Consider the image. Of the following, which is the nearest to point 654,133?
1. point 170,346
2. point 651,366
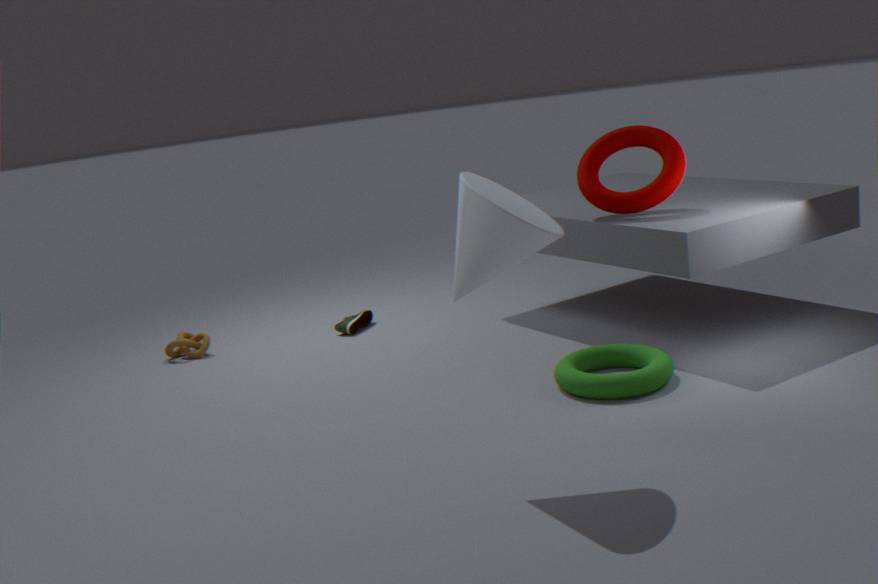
point 651,366
